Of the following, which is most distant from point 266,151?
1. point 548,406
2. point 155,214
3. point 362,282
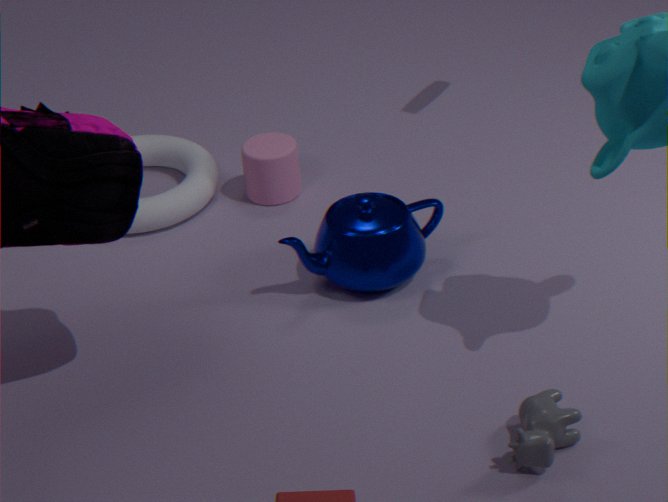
point 548,406
